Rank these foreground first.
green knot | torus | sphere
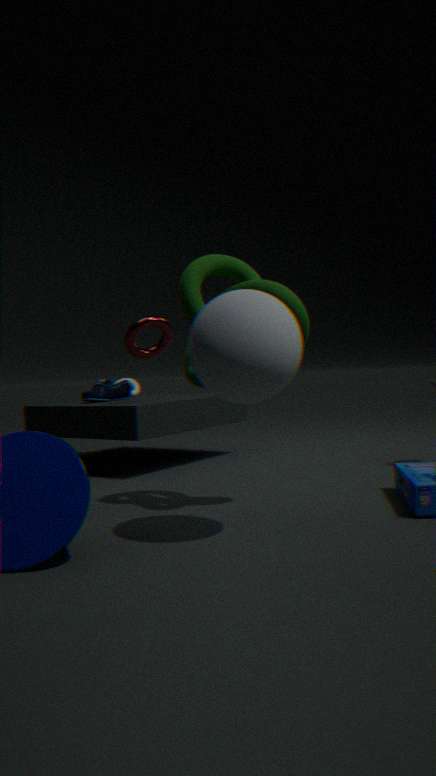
sphere → green knot → torus
